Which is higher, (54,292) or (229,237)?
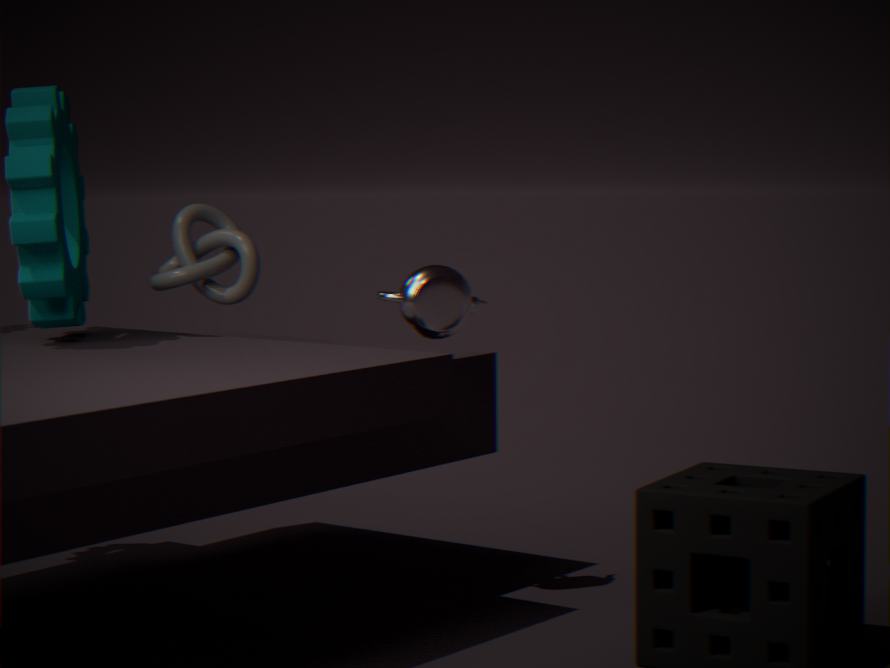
(54,292)
